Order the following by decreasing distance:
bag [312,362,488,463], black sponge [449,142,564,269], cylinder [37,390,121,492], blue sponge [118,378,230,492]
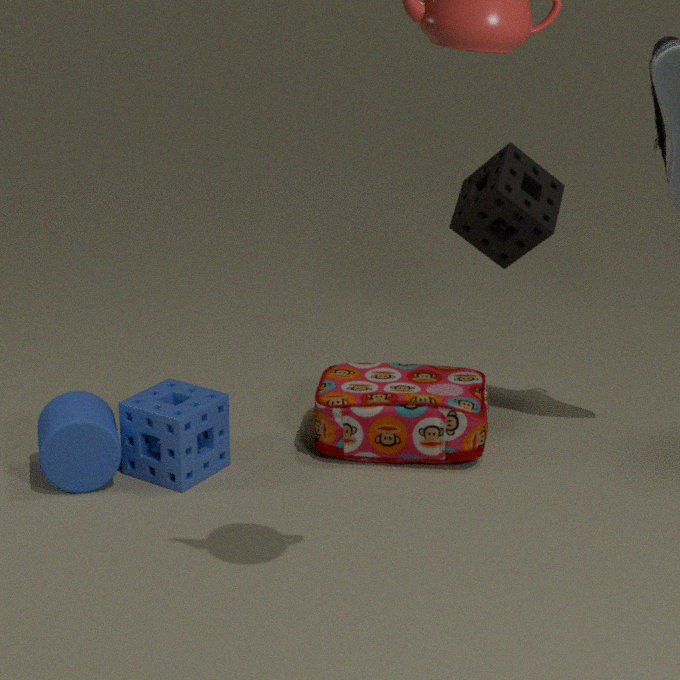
black sponge [449,142,564,269]
bag [312,362,488,463]
blue sponge [118,378,230,492]
cylinder [37,390,121,492]
